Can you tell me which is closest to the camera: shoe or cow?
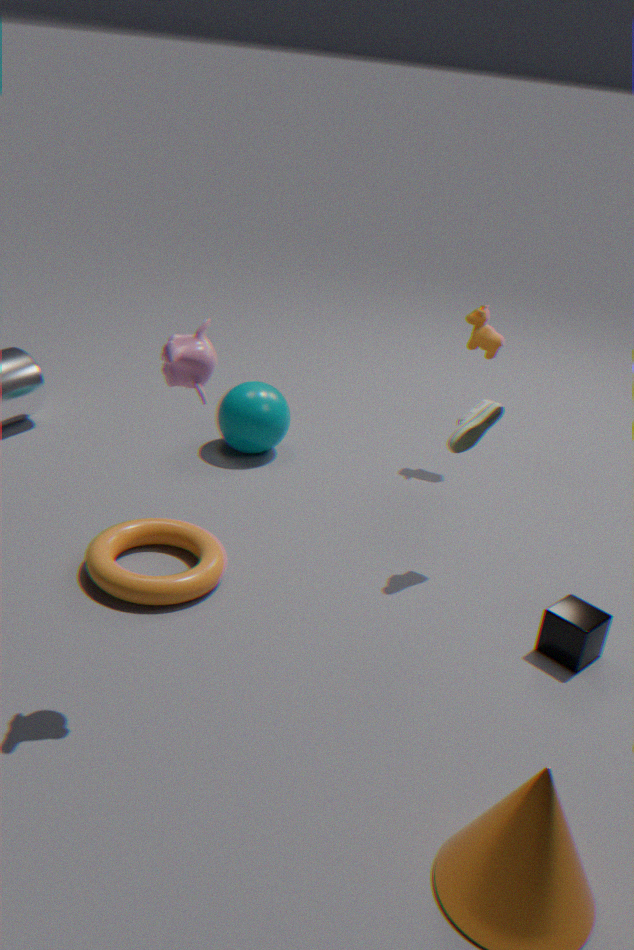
shoe
